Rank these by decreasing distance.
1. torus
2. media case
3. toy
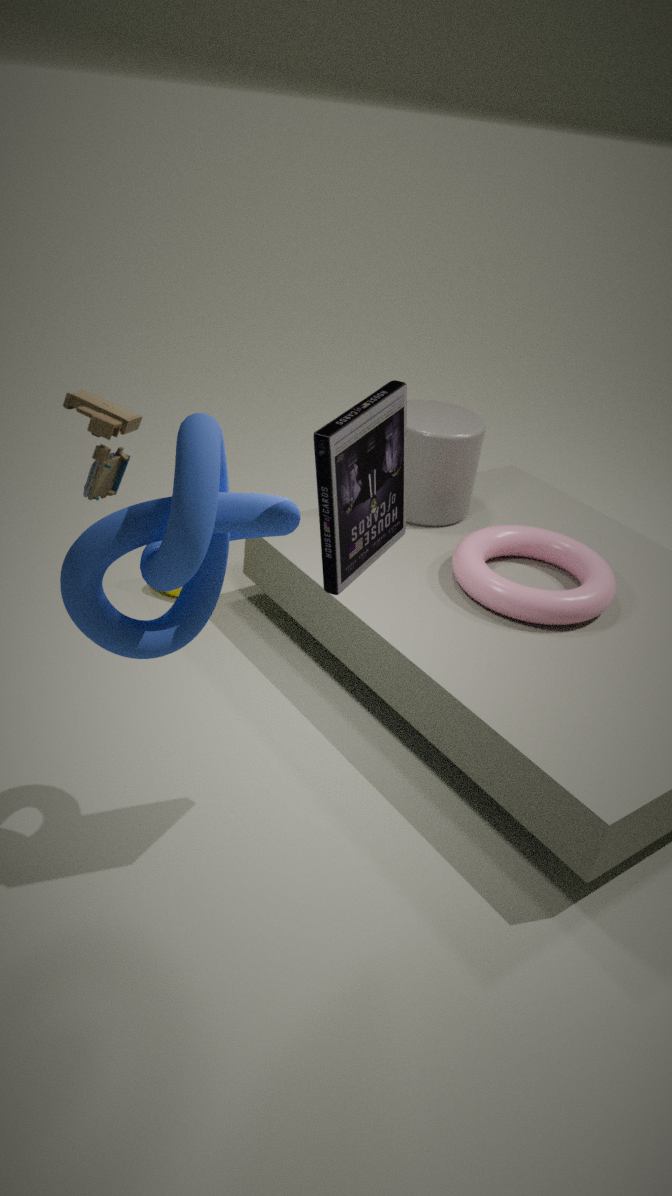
torus < media case < toy
